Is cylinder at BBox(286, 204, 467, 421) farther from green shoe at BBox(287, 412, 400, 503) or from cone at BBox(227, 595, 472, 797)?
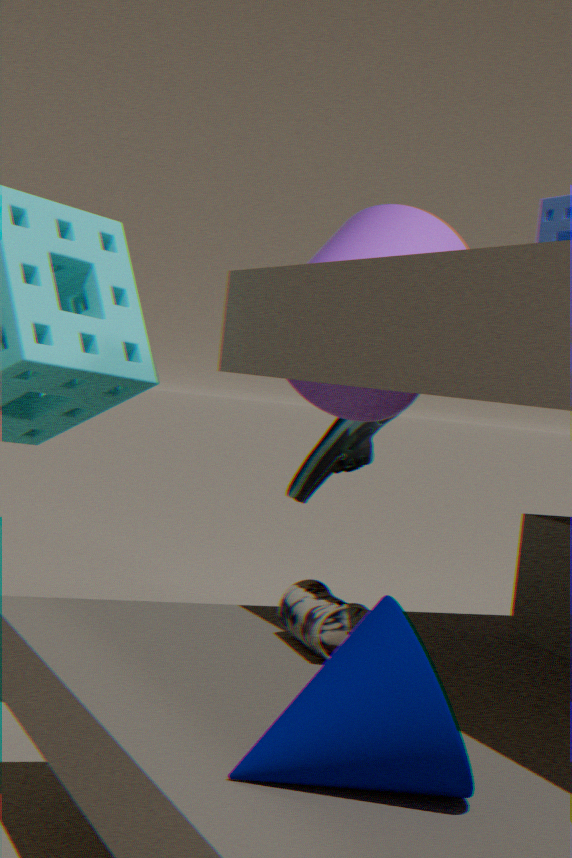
cone at BBox(227, 595, 472, 797)
